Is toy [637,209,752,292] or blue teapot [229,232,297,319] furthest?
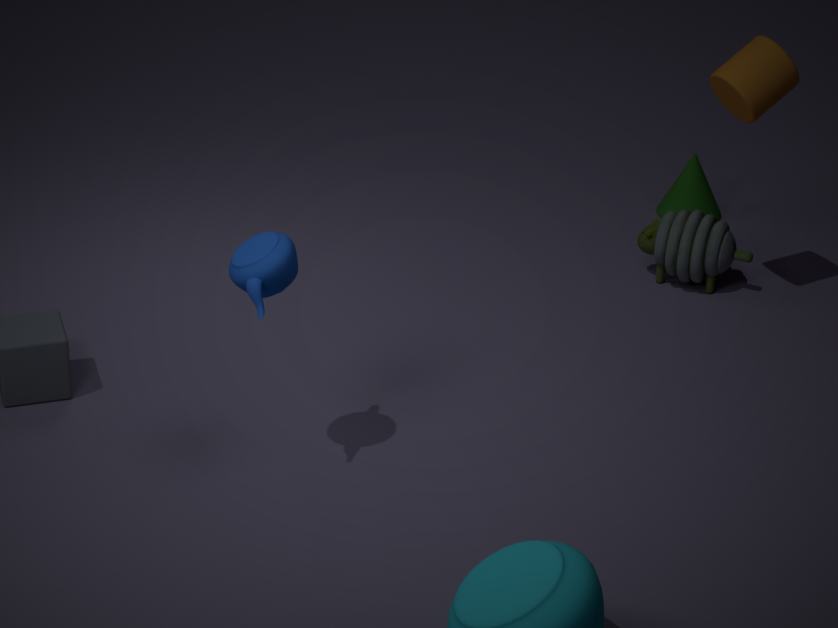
toy [637,209,752,292]
